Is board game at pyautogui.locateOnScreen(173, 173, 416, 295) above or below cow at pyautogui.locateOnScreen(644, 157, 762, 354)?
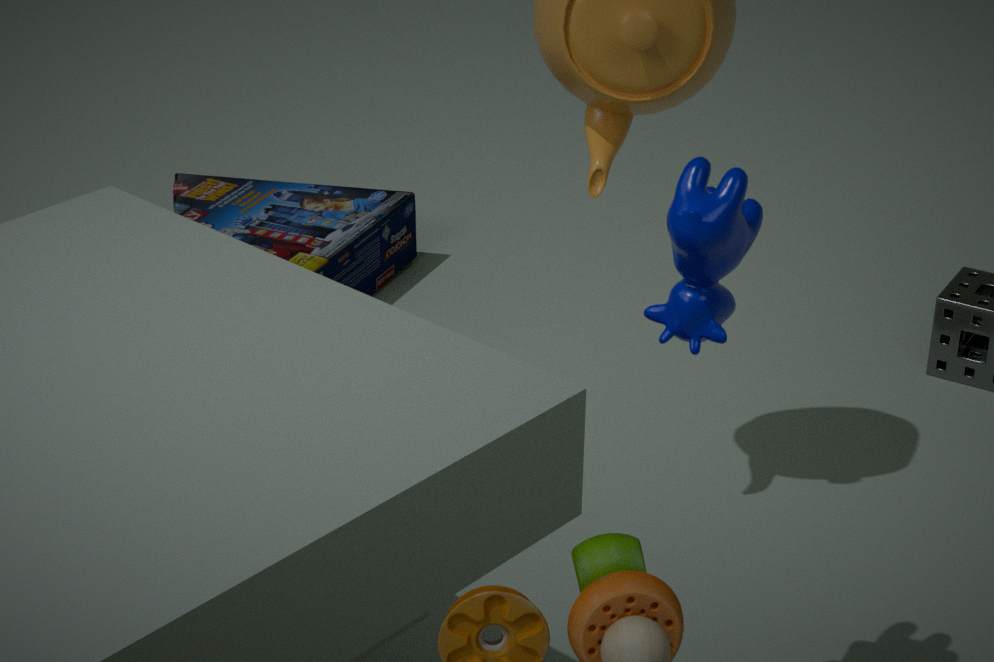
below
